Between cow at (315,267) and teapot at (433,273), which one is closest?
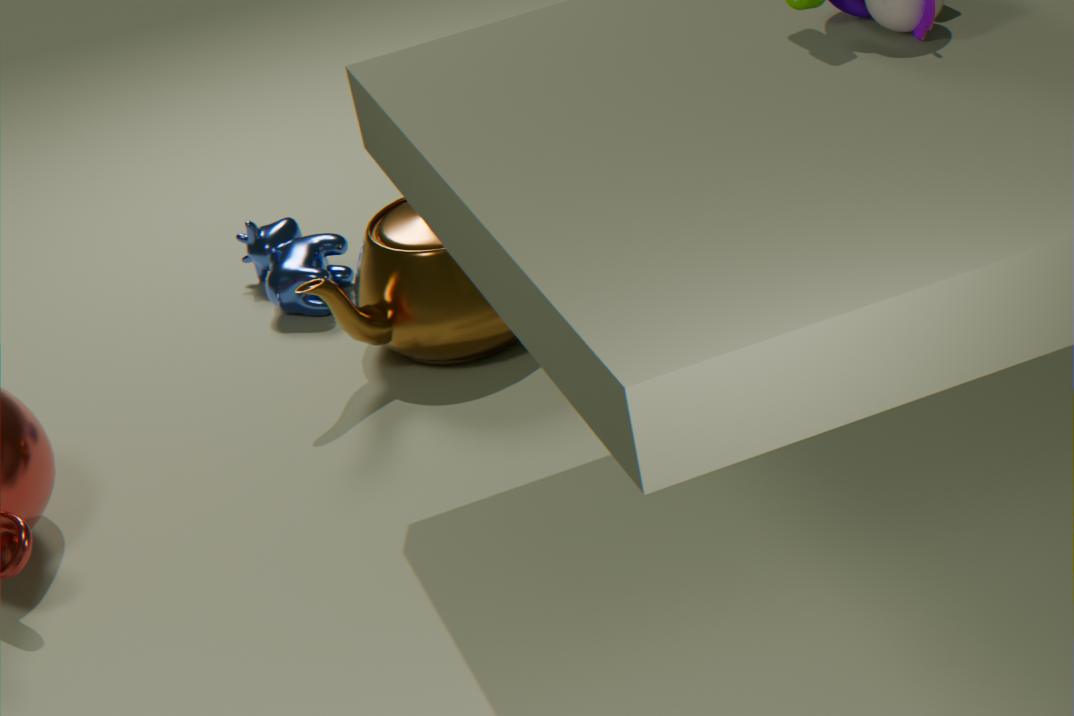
teapot at (433,273)
